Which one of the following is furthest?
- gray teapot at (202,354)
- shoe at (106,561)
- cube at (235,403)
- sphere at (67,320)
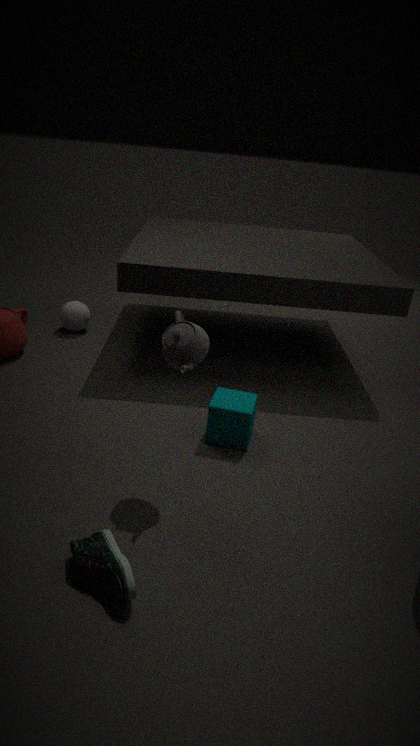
sphere at (67,320)
